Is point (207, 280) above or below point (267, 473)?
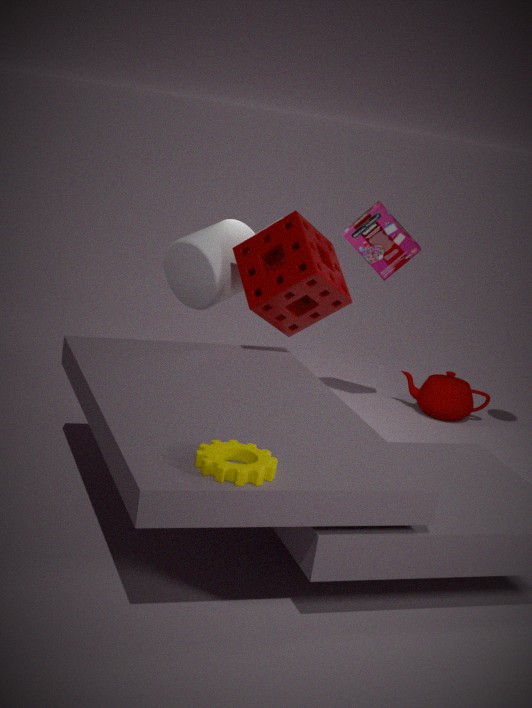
above
